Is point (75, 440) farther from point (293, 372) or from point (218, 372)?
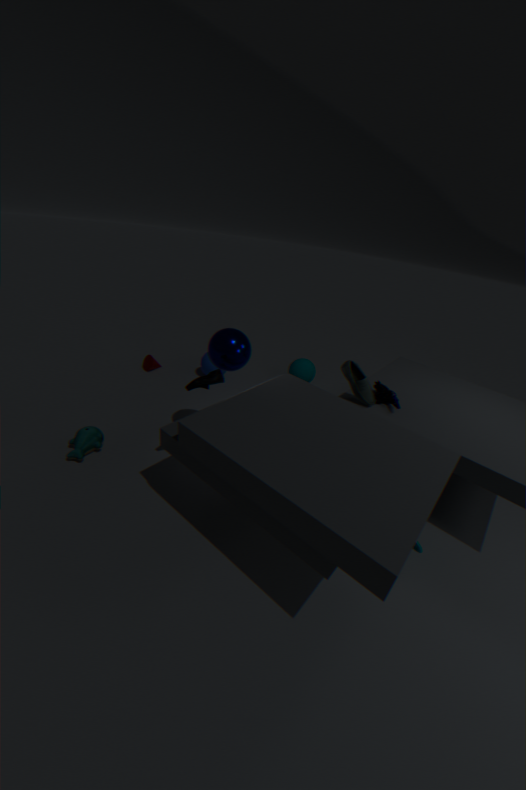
point (293, 372)
